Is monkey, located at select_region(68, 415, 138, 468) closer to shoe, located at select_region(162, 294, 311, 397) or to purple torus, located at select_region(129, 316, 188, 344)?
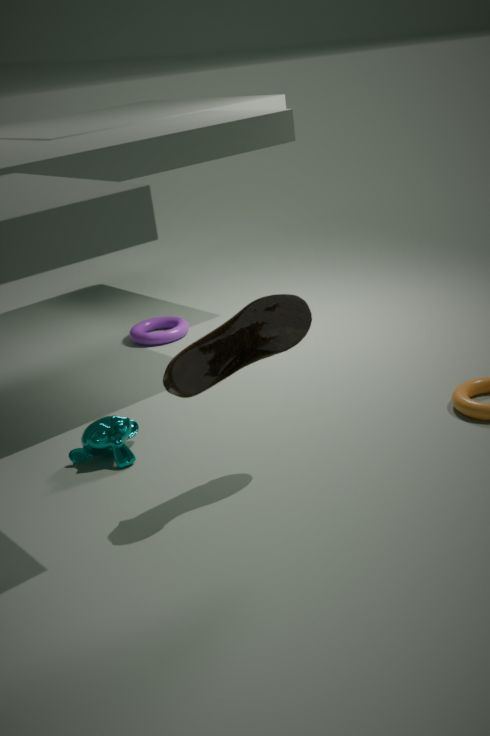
shoe, located at select_region(162, 294, 311, 397)
